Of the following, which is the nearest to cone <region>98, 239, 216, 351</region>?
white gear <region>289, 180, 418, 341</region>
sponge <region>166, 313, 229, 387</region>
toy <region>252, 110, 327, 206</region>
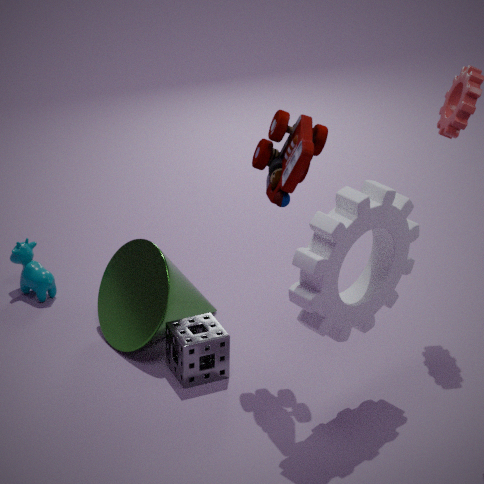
sponge <region>166, 313, 229, 387</region>
